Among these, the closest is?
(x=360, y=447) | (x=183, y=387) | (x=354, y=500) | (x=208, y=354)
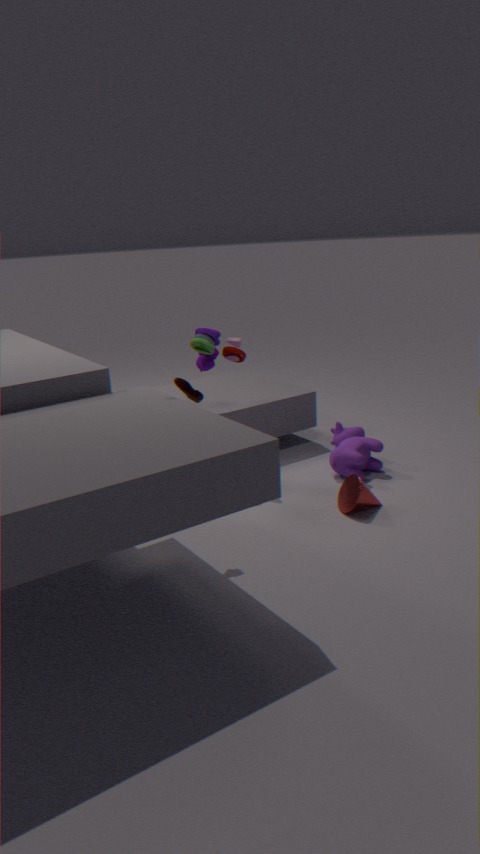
(x=183, y=387)
